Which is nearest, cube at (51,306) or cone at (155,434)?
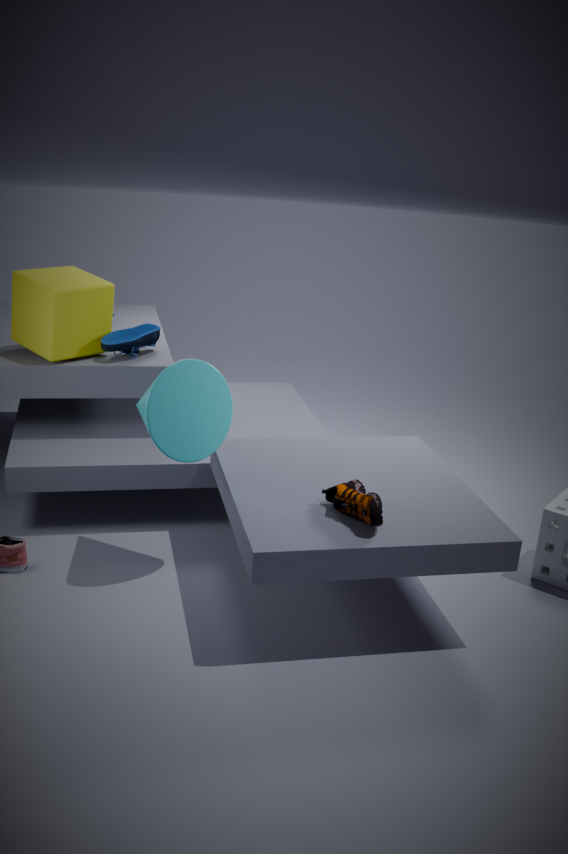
cone at (155,434)
